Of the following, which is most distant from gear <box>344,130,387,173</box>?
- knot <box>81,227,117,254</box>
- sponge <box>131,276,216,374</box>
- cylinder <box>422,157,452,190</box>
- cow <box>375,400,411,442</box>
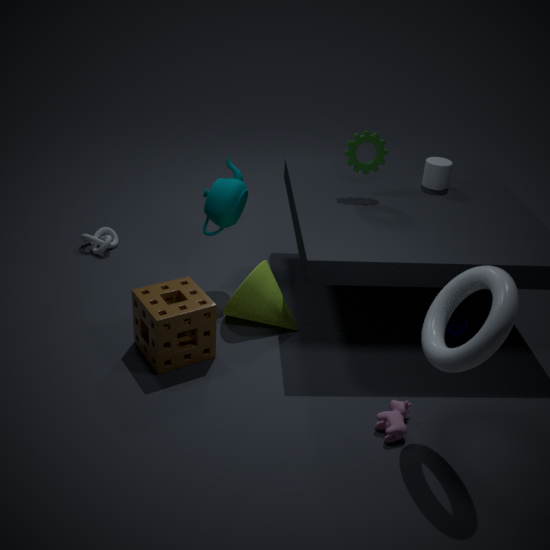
knot <box>81,227,117,254</box>
